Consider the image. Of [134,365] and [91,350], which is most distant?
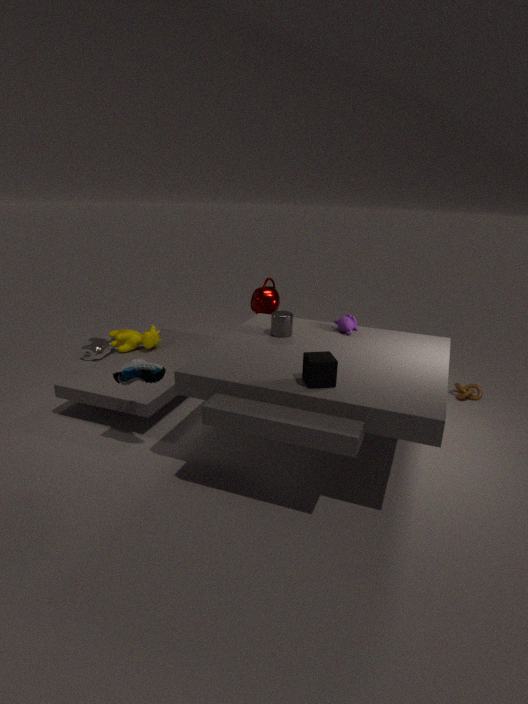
[91,350]
